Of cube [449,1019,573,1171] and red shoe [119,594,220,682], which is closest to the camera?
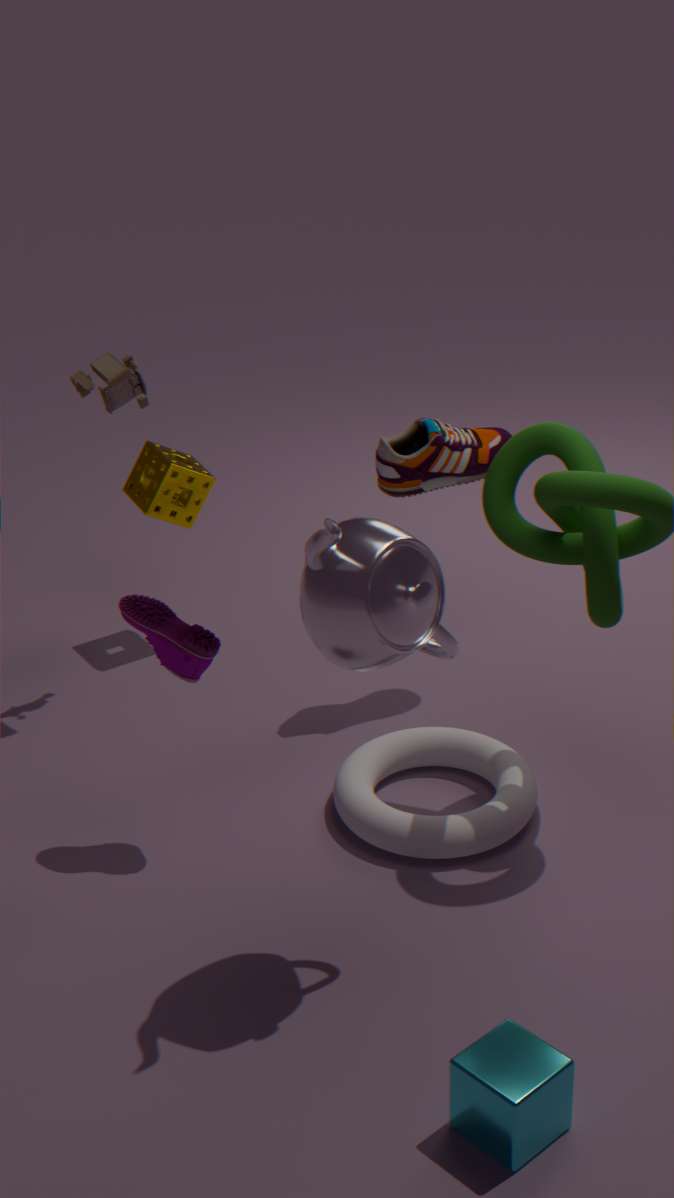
cube [449,1019,573,1171]
